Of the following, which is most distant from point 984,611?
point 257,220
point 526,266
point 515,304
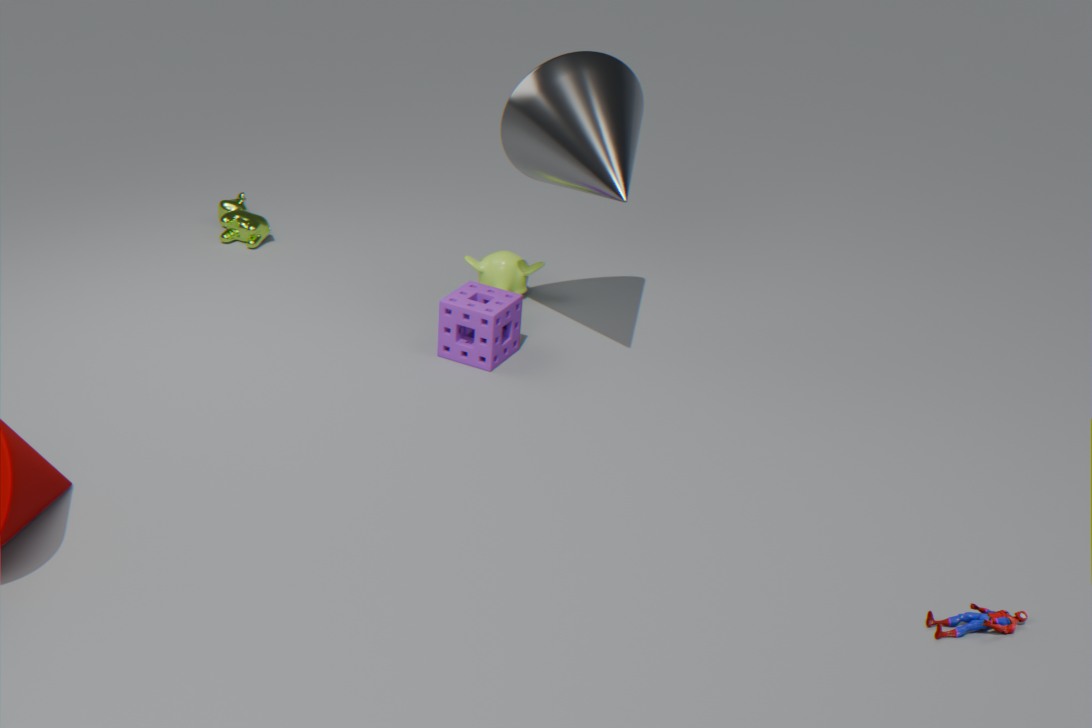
point 257,220
